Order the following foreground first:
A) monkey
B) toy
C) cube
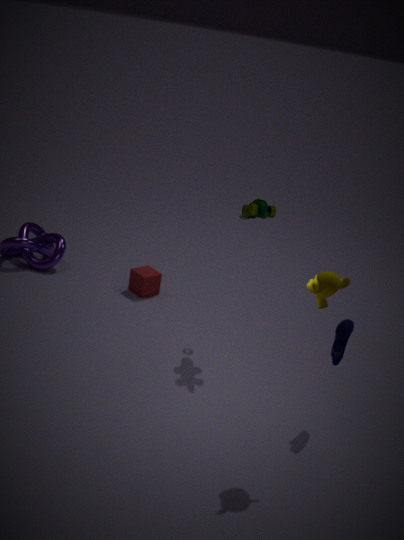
monkey, toy, cube
